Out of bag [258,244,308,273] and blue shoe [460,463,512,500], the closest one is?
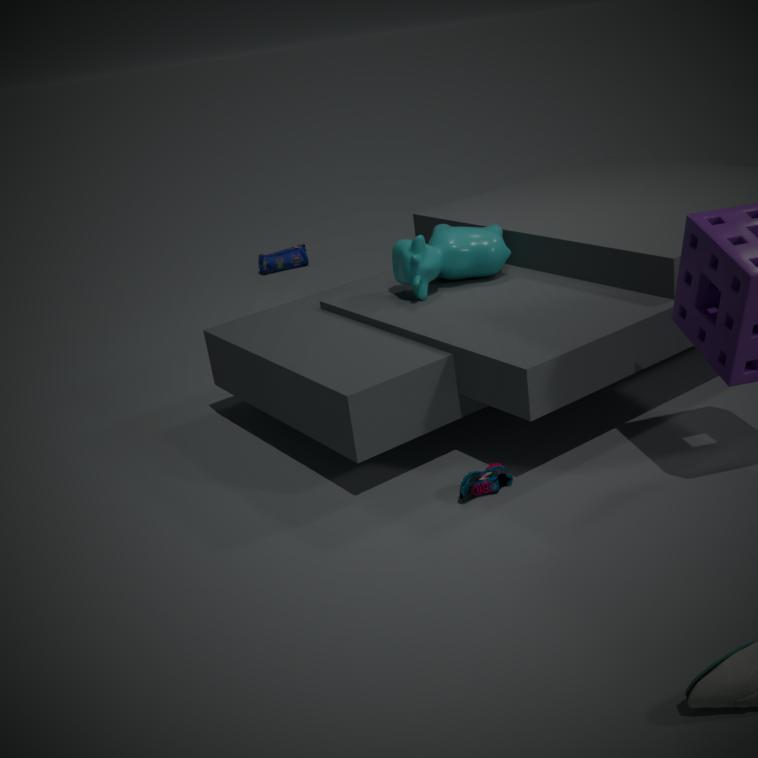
blue shoe [460,463,512,500]
